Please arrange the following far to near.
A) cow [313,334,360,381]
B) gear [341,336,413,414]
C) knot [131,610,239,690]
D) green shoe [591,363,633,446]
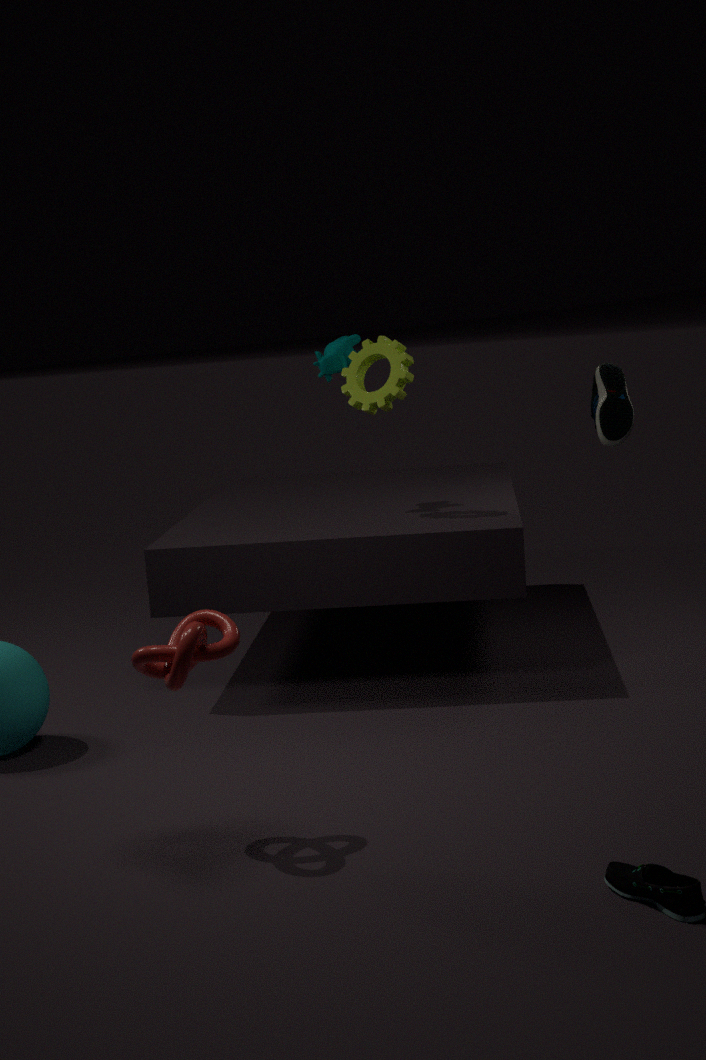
cow [313,334,360,381], gear [341,336,413,414], green shoe [591,363,633,446], knot [131,610,239,690]
